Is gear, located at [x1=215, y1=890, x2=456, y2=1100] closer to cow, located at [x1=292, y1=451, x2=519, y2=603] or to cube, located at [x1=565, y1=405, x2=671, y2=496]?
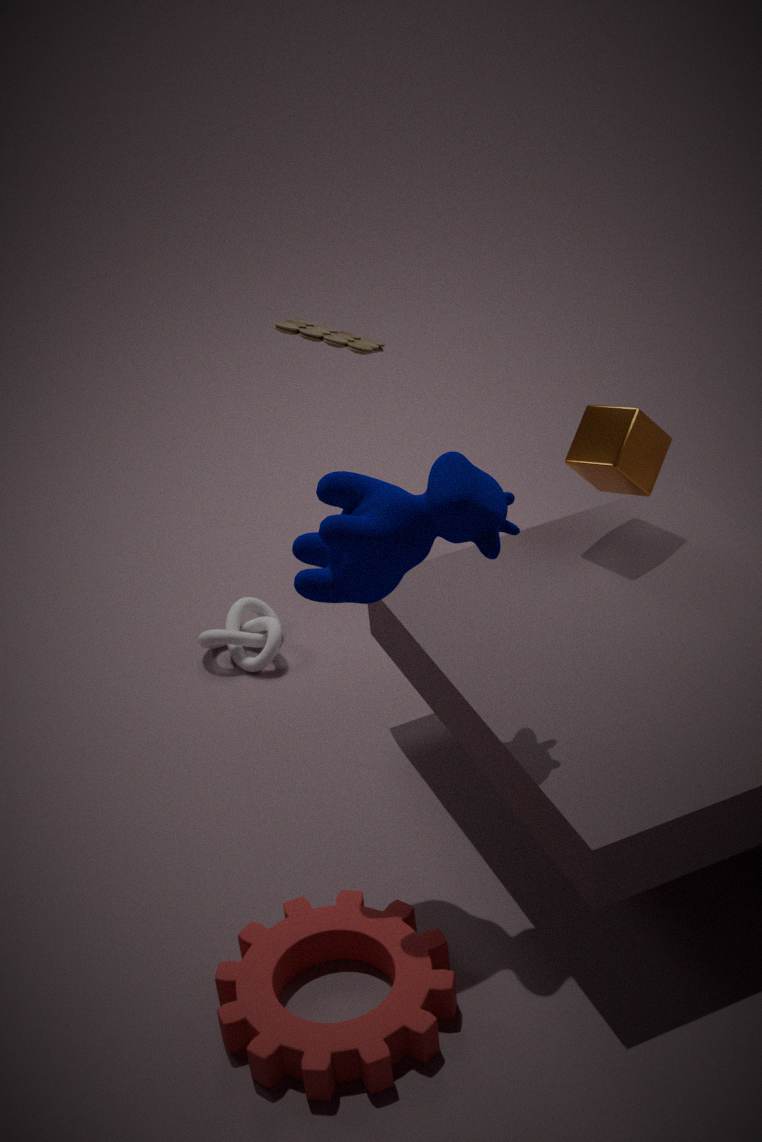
cow, located at [x1=292, y1=451, x2=519, y2=603]
